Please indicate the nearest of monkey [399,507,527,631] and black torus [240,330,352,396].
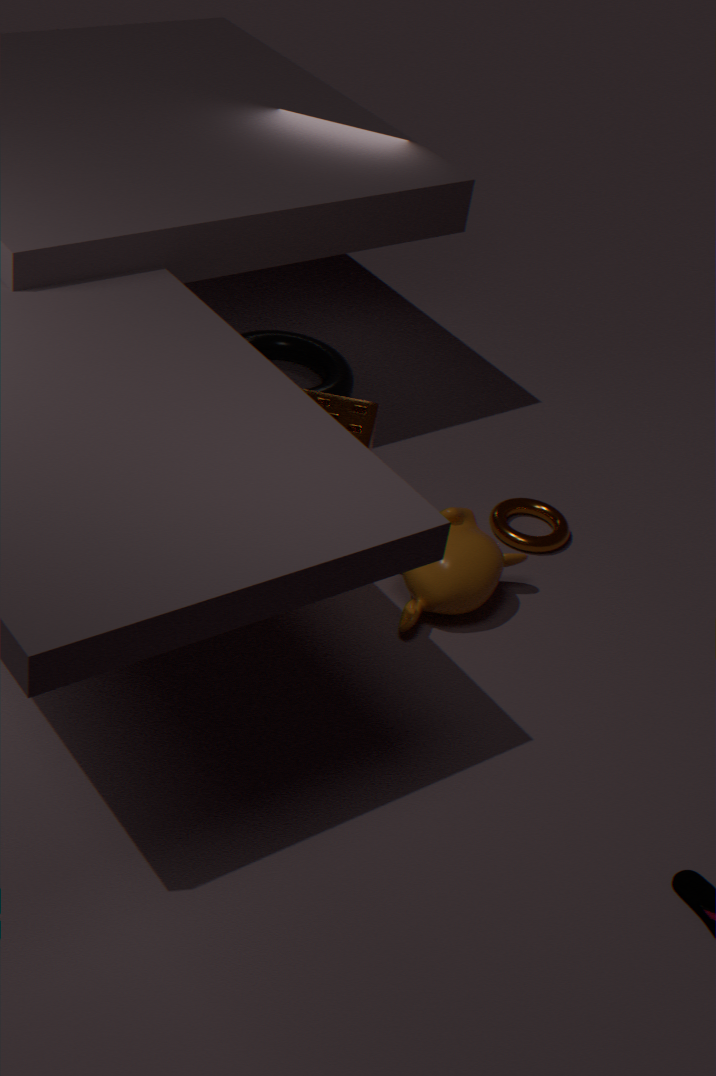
monkey [399,507,527,631]
